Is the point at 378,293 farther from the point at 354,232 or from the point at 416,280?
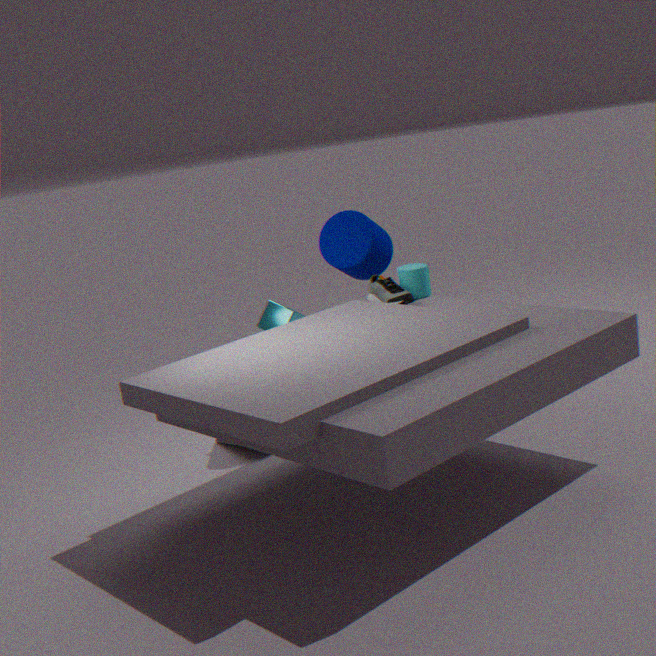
the point at 354,232
